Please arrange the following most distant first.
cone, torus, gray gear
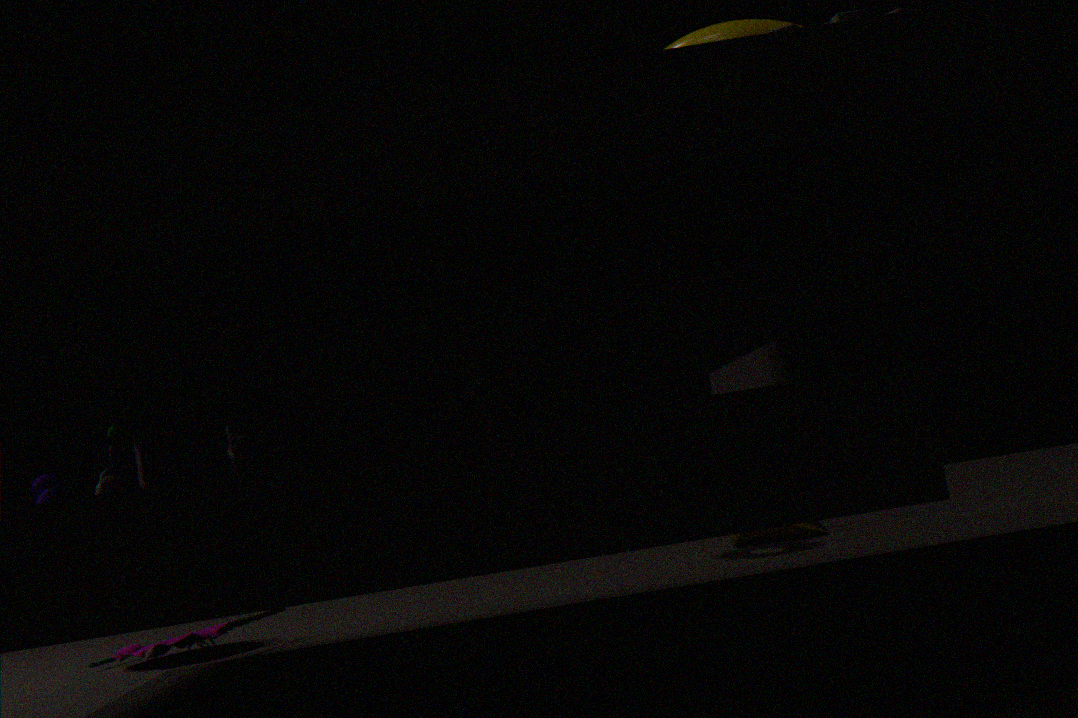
cone < torus < gray gear
